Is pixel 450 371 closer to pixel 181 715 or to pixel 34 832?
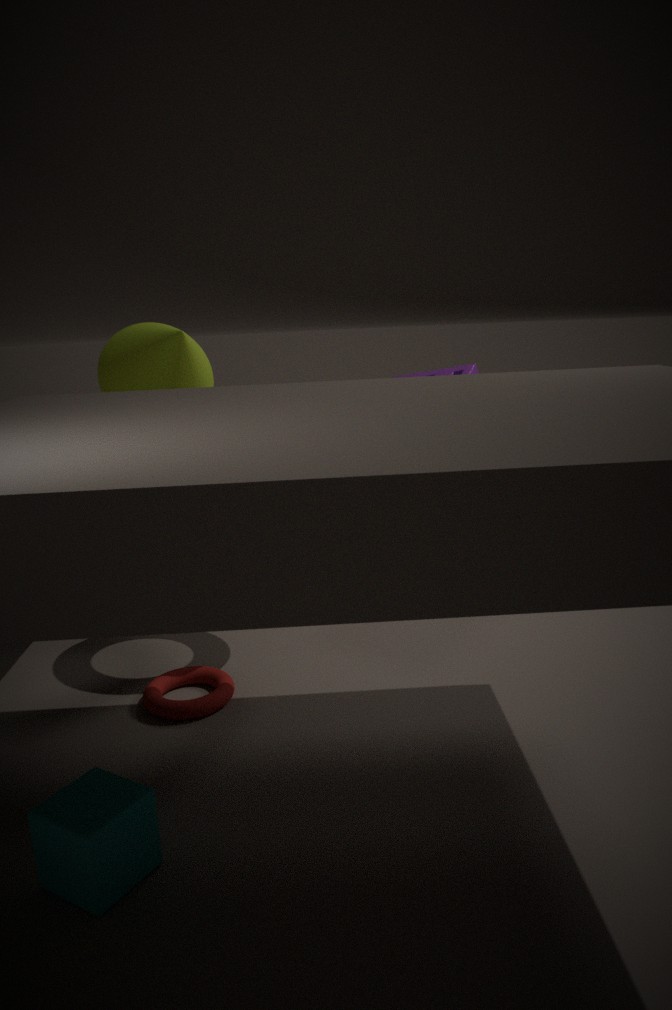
pixel 181 715
